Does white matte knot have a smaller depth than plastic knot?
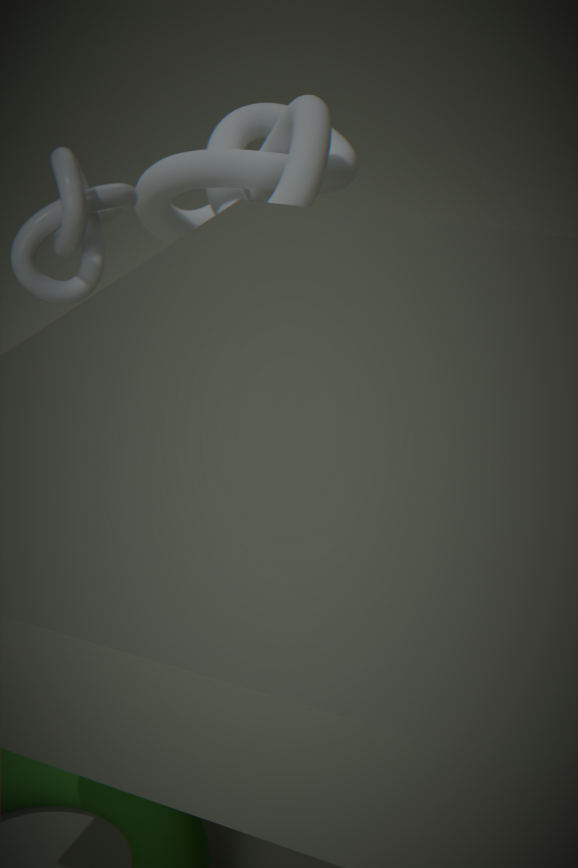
No
